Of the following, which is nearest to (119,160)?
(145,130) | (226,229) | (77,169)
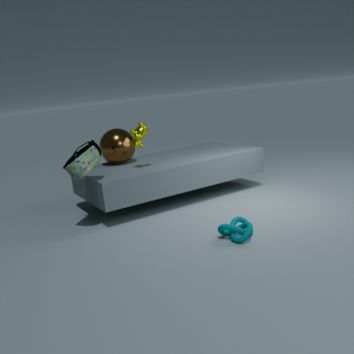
(145,130)
